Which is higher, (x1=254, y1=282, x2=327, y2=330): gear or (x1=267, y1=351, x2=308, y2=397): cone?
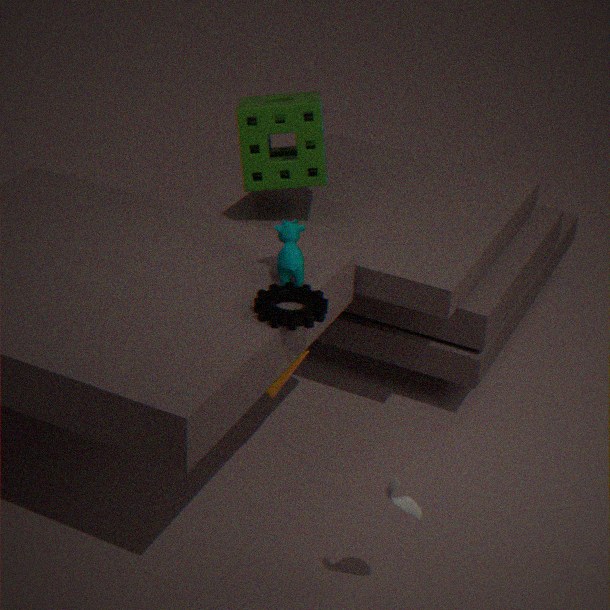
(x1=254, y1=282, x2=327, y2=330): gear
